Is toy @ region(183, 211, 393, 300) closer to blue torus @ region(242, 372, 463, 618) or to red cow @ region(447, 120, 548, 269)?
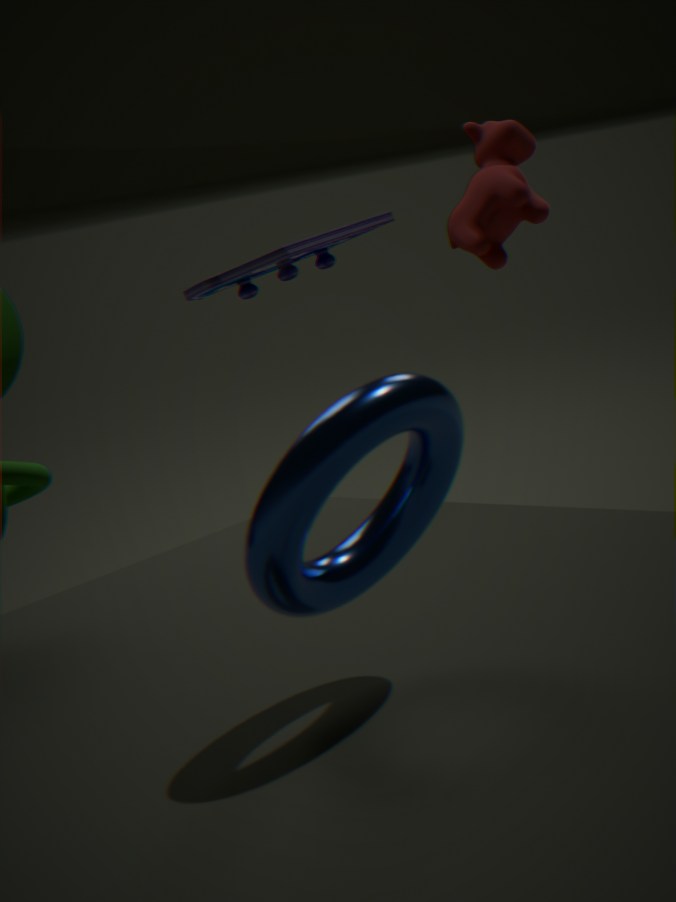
red cow @ region(447, 120, 548, 269)
